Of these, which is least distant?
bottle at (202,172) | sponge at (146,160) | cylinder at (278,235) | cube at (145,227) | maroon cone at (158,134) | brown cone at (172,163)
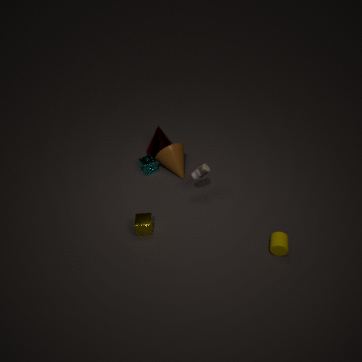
cylinder at (278,235)
